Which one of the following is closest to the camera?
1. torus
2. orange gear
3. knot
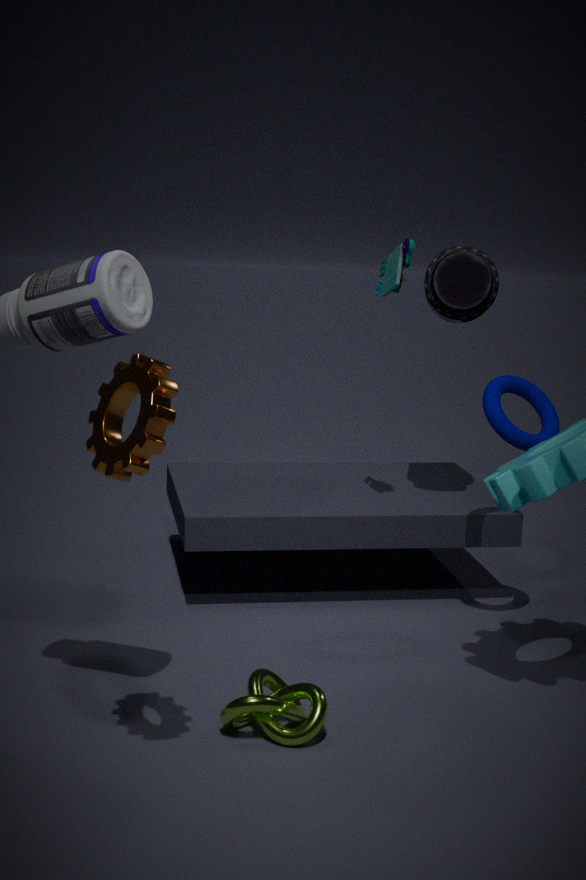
orange gear
